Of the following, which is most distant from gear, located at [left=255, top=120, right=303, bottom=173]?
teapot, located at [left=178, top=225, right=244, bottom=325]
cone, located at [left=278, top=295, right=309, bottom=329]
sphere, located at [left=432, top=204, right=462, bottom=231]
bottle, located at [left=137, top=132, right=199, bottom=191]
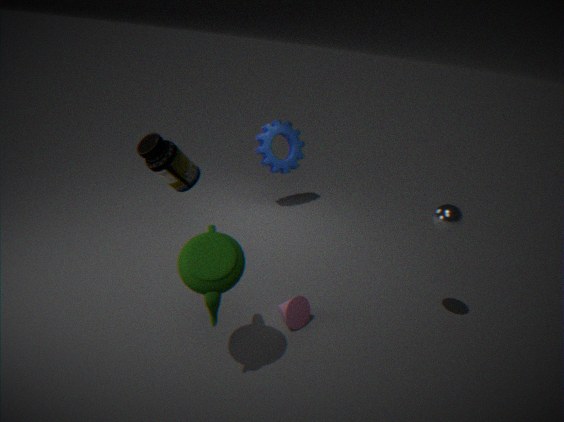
sphere, located at [left=432, top=204, right=462, bottom=231]
